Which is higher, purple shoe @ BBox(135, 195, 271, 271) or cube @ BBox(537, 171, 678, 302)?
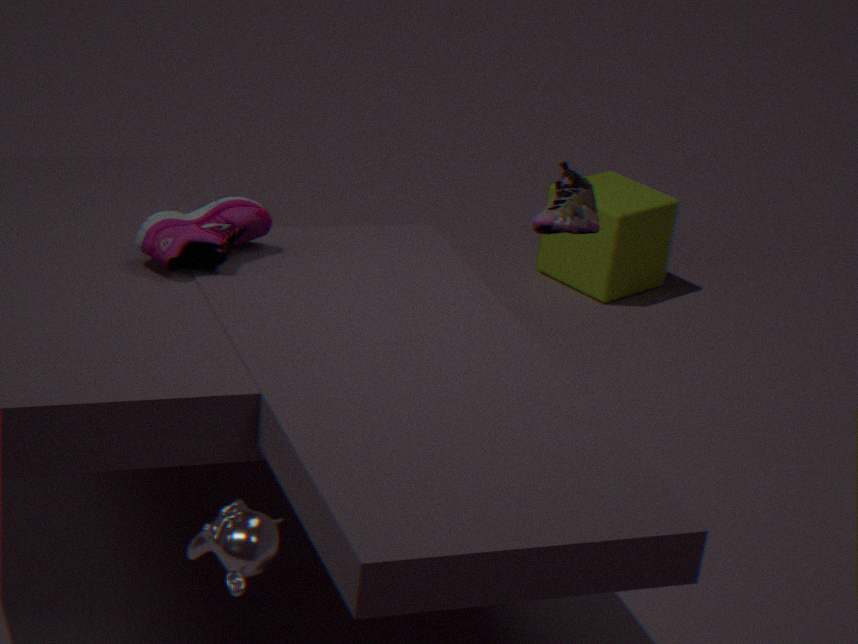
purple shoe @ BBox(135, 195, 271, 271)
